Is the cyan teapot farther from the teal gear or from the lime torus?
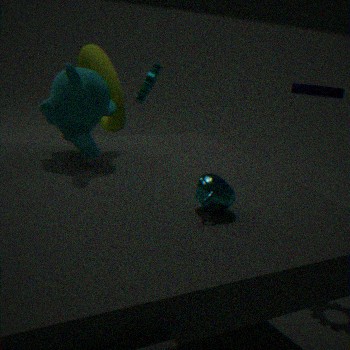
the teal gear
